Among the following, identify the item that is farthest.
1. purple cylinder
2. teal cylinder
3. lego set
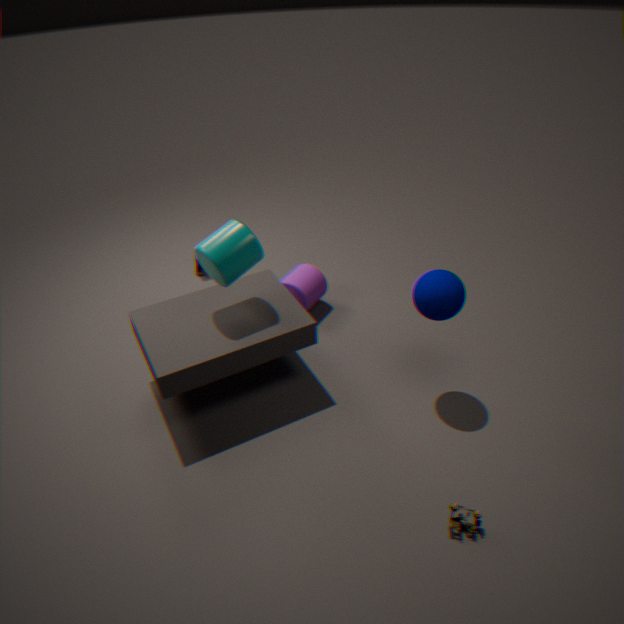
purple cylinder
